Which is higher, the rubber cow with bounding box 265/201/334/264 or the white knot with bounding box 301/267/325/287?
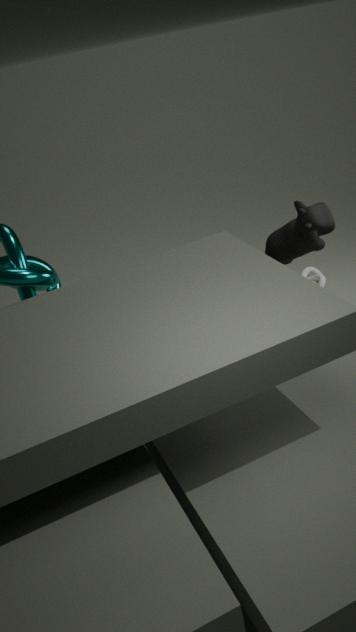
the rubber cow with bounding box 265/201/334/264
